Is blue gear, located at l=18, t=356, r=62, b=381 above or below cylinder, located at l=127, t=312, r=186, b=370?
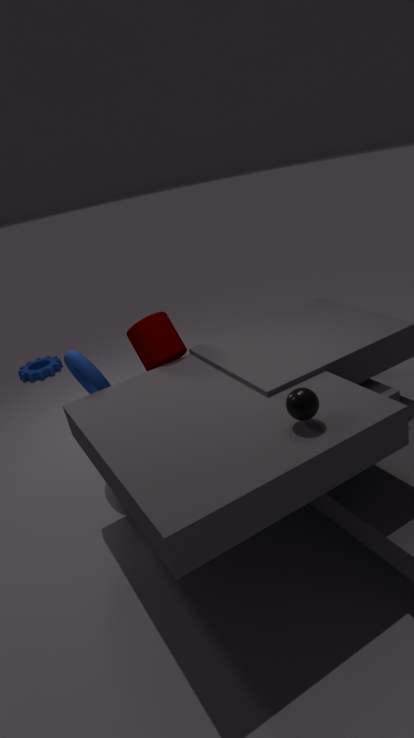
below
